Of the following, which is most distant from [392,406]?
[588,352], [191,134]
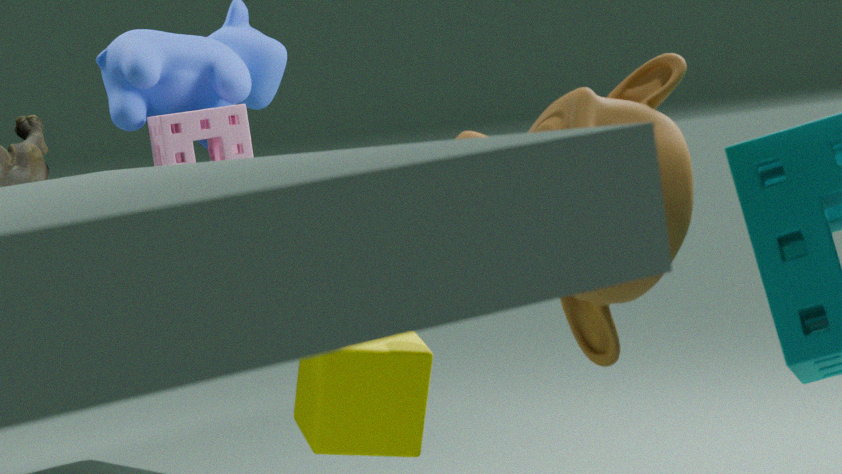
[191,134]
